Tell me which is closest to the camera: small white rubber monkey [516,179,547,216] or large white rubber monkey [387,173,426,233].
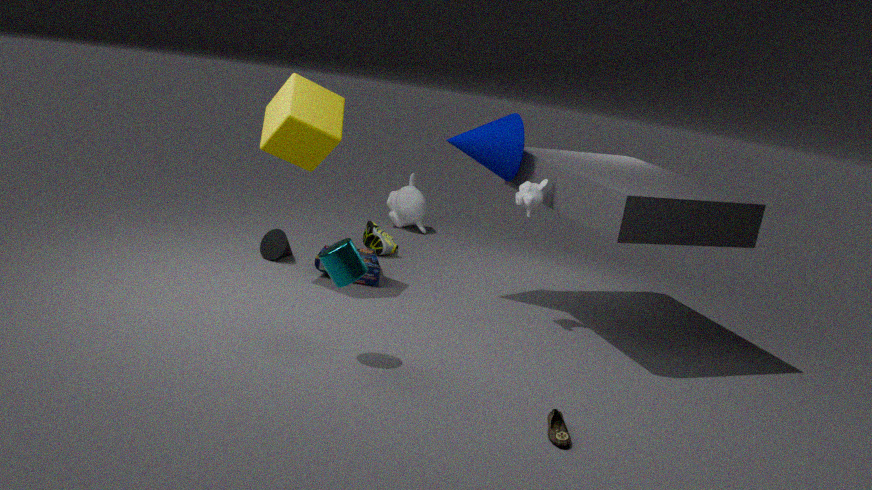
small white rubber monkey [516,179,547,216]
